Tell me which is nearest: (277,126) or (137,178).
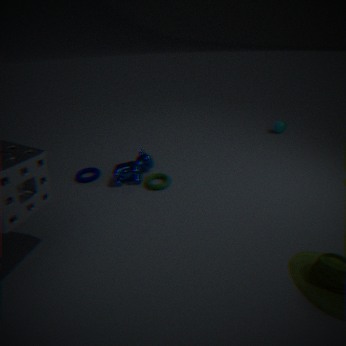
(137,178)
